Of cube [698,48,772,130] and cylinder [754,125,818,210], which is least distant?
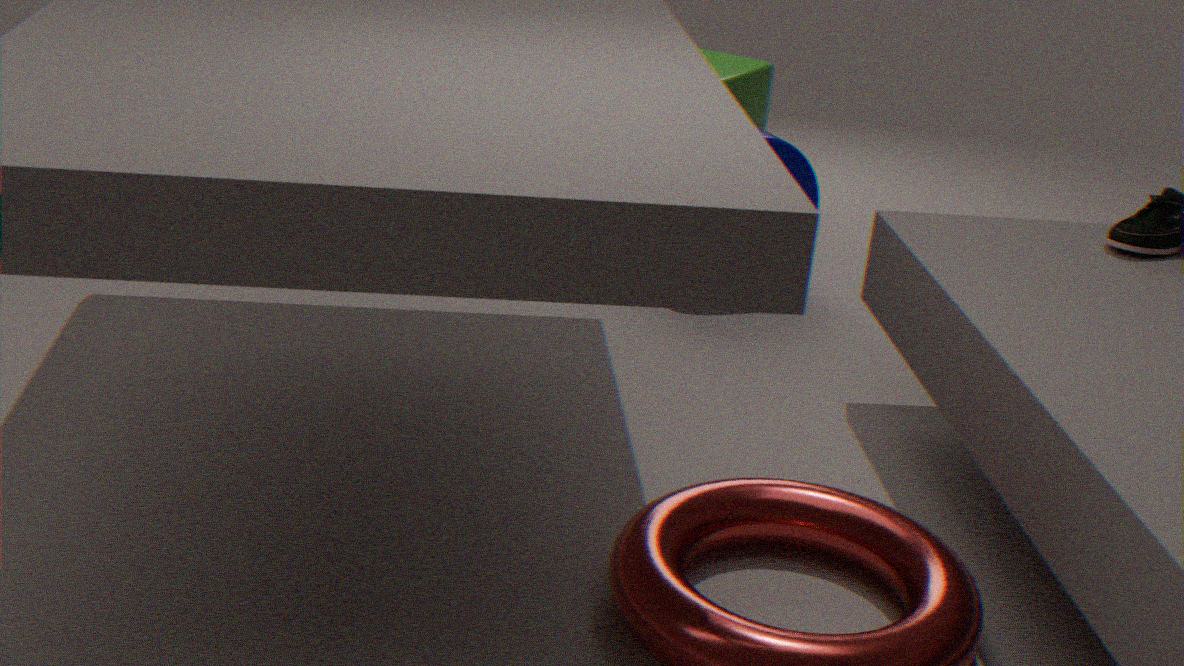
cylinder [754,125,818,210]
